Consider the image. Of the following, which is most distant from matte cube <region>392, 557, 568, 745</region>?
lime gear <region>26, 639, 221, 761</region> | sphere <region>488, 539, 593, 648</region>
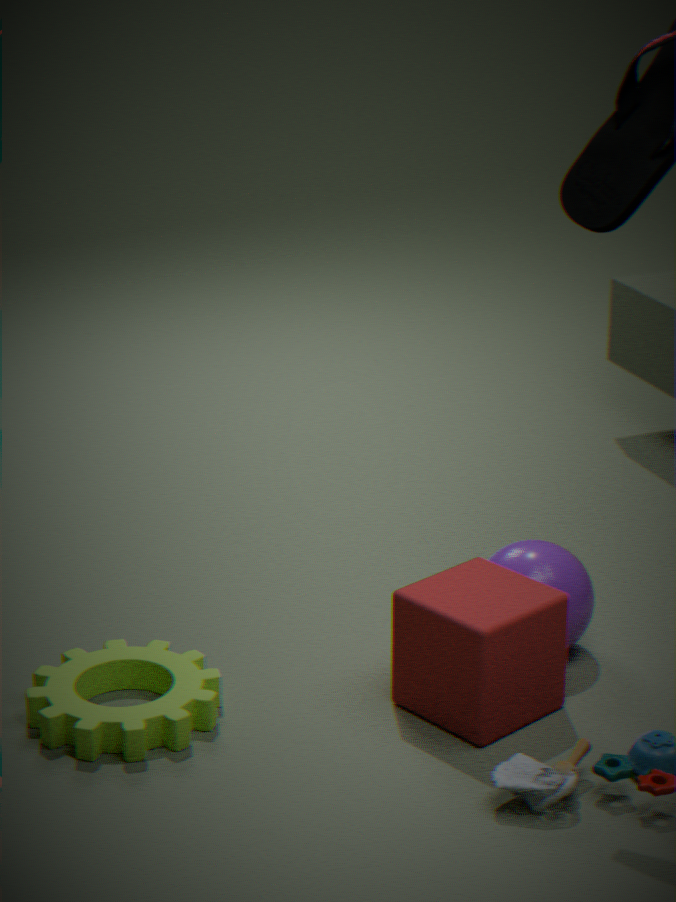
lime gear <region>26, 639, 221, 761</region>
